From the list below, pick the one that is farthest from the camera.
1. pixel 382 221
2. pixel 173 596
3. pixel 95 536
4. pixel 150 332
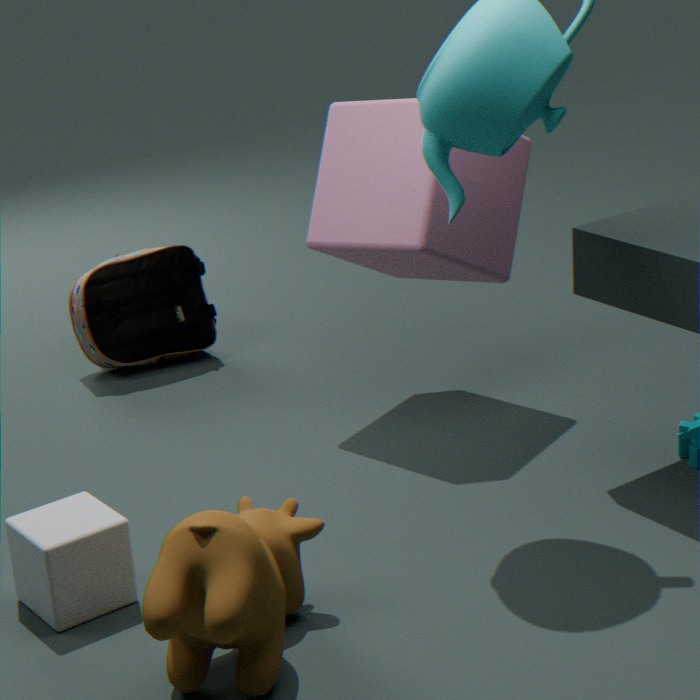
pixel 150 332
